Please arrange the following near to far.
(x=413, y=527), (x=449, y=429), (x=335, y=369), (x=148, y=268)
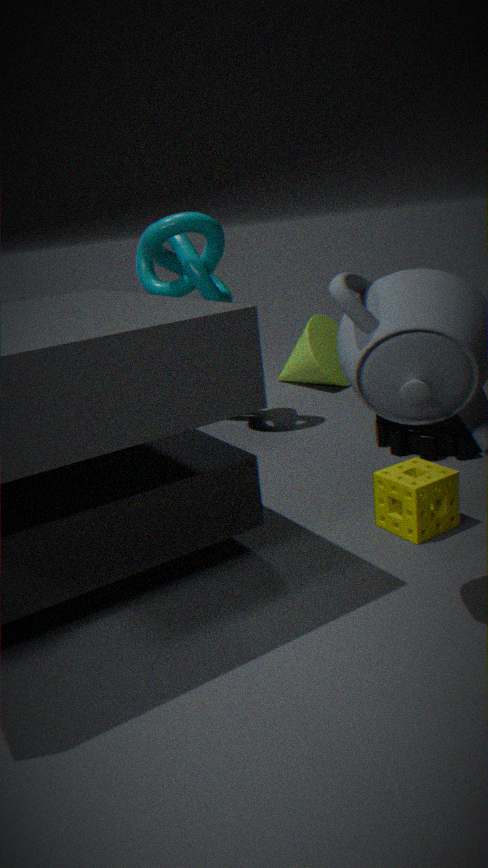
(x=413, y=527) → (x=449, y=429) → (x=148, y=268) → (x=335, y=369)
